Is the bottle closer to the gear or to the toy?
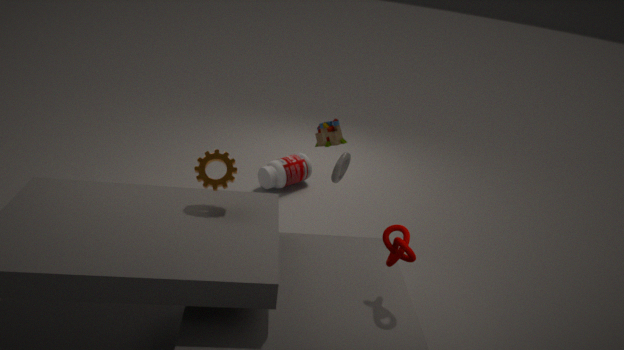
the toy
